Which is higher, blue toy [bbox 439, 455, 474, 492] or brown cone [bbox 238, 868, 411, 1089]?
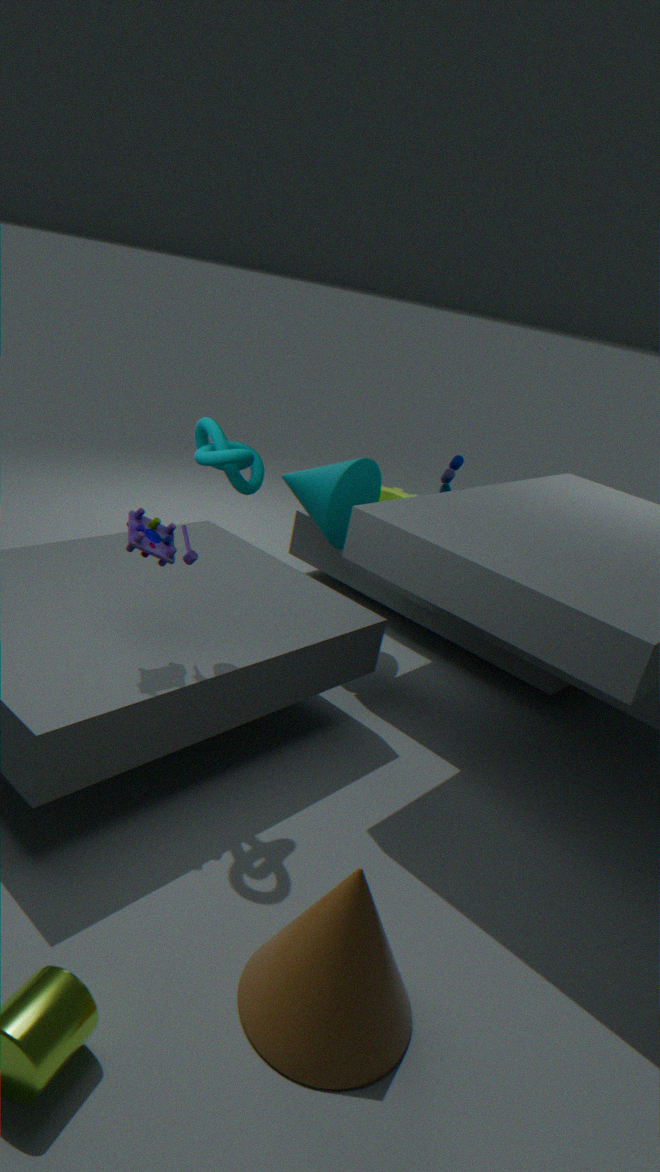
blue toy [bbox 439, 455, 474, 492]
